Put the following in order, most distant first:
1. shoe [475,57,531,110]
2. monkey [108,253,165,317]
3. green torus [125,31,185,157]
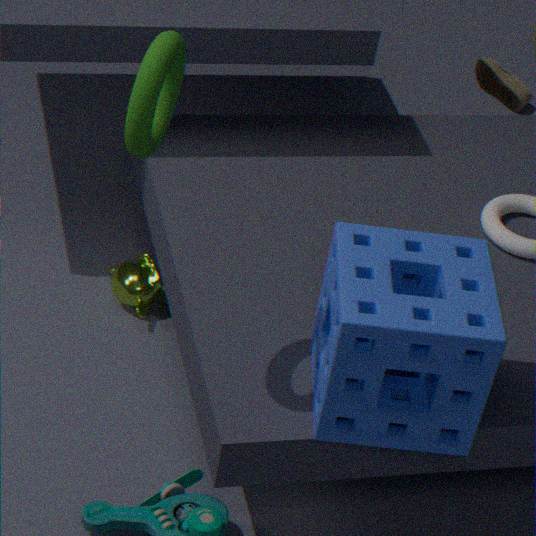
1. shoe [475,57,531,110]
2. monkey [108,253,165,317]
3. green torus [125,31,185,157]
